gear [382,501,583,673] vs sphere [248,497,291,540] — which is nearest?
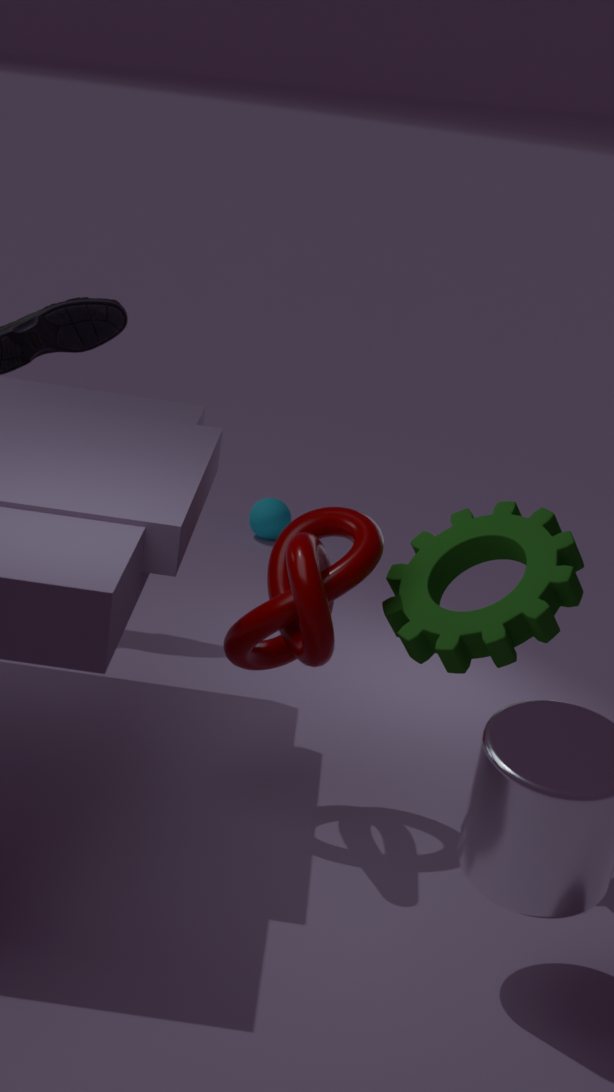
gear [382,501,583,673]
